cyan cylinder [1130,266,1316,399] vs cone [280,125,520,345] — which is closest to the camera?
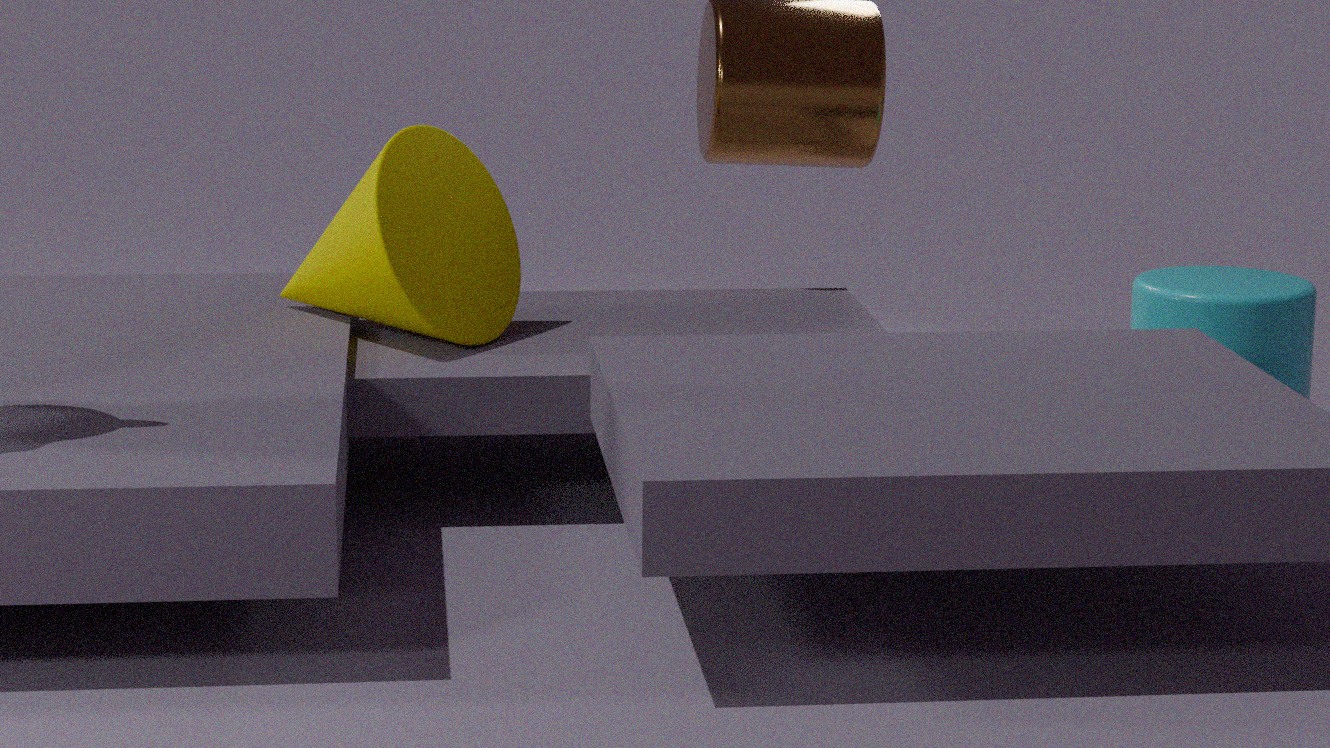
cone [280,125,520,345]
